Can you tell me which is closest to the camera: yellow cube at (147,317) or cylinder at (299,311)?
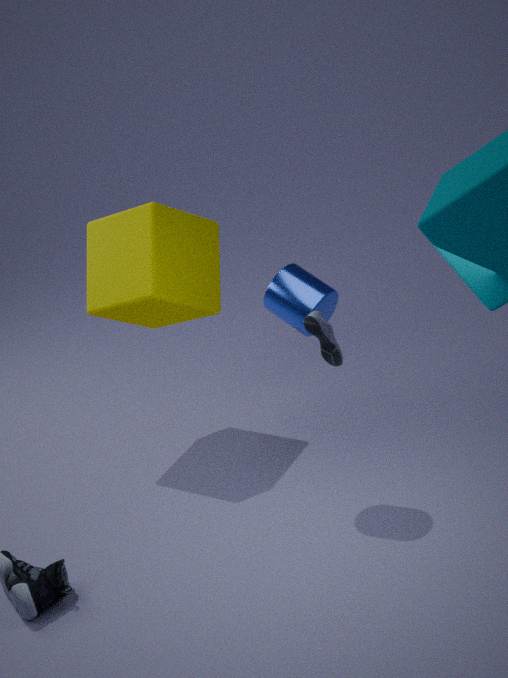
cylinder at (299,311)
